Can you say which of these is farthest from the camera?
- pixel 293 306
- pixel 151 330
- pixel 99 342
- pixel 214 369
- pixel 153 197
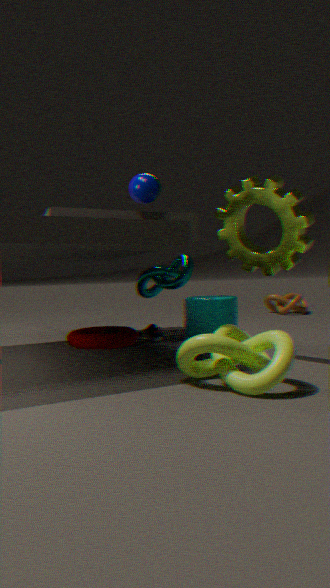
pixel 293 306
